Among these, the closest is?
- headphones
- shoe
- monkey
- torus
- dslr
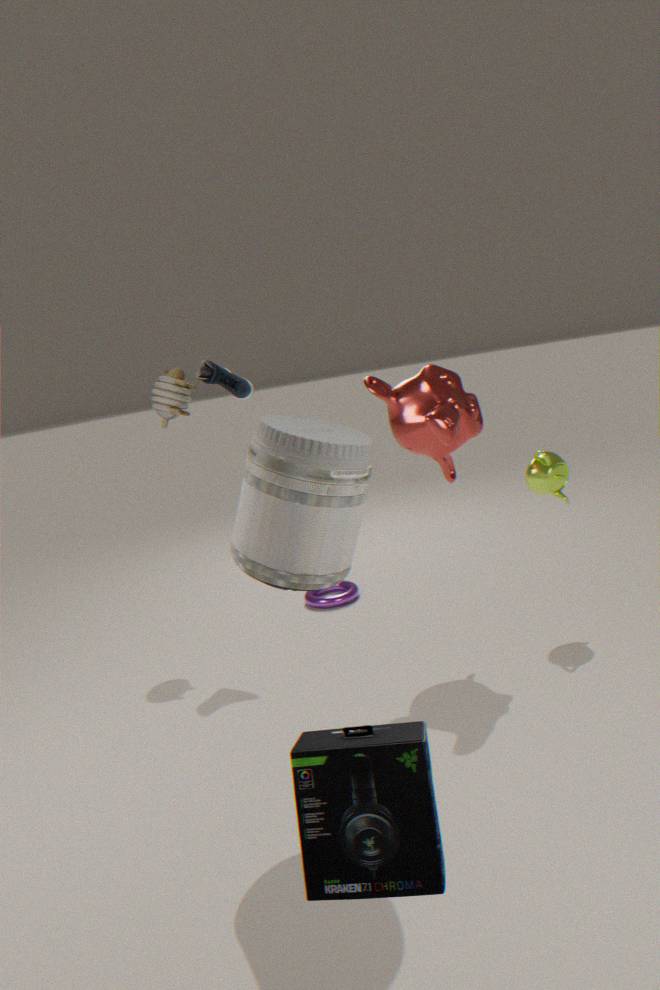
headphones
